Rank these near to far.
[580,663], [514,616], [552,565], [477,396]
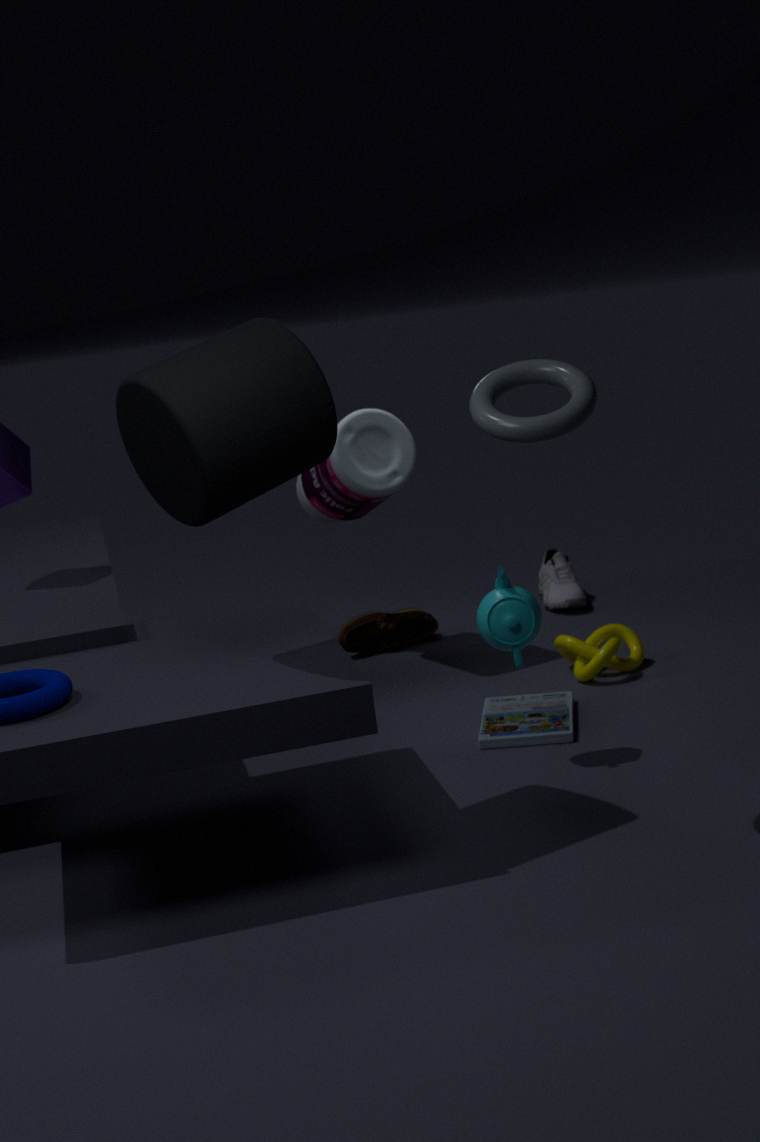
[477,396] → [514,616] → [580,663] → [552,565]
